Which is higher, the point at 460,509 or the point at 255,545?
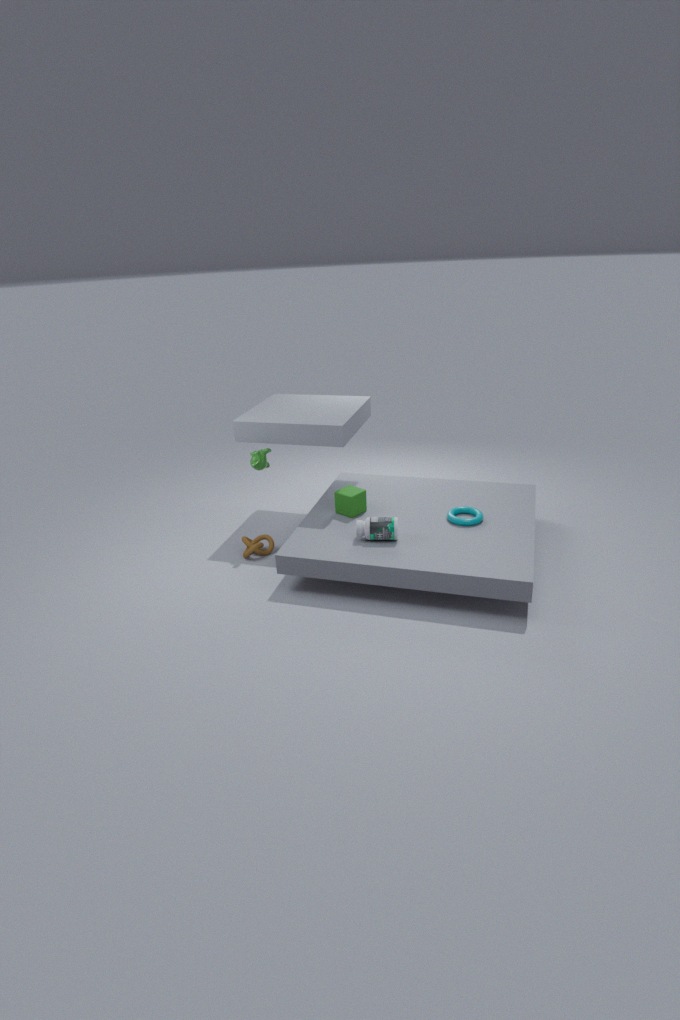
the point at 460,509
